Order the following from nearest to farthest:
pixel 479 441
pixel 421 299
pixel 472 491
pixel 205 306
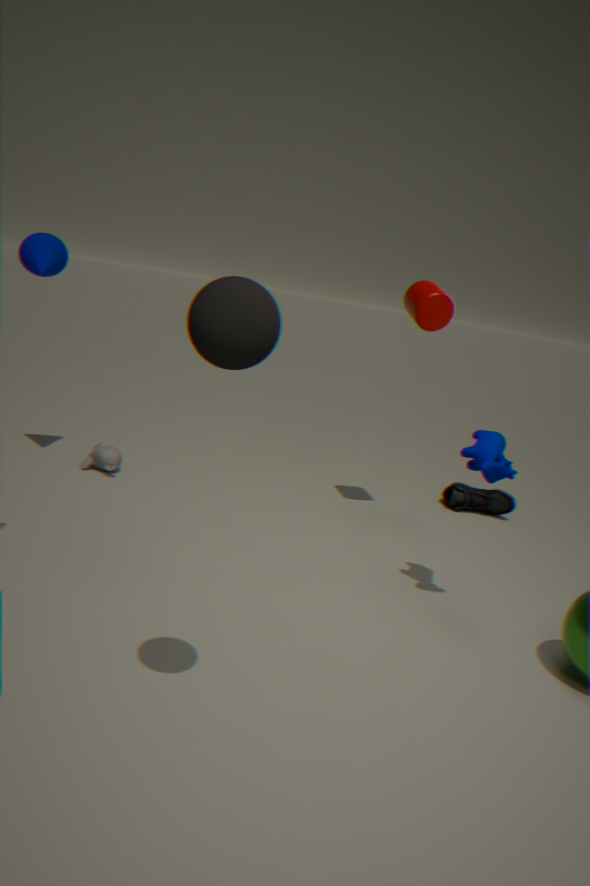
pixel 205 306 < pixel 479 441 < pixel 421 299 < pixel 472 491
